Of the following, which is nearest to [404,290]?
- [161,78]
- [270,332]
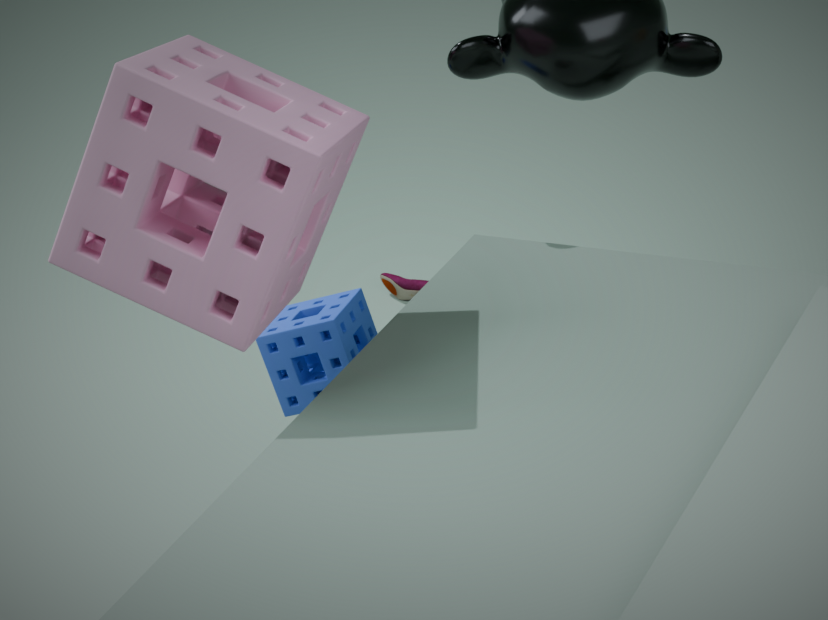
[270,332]
